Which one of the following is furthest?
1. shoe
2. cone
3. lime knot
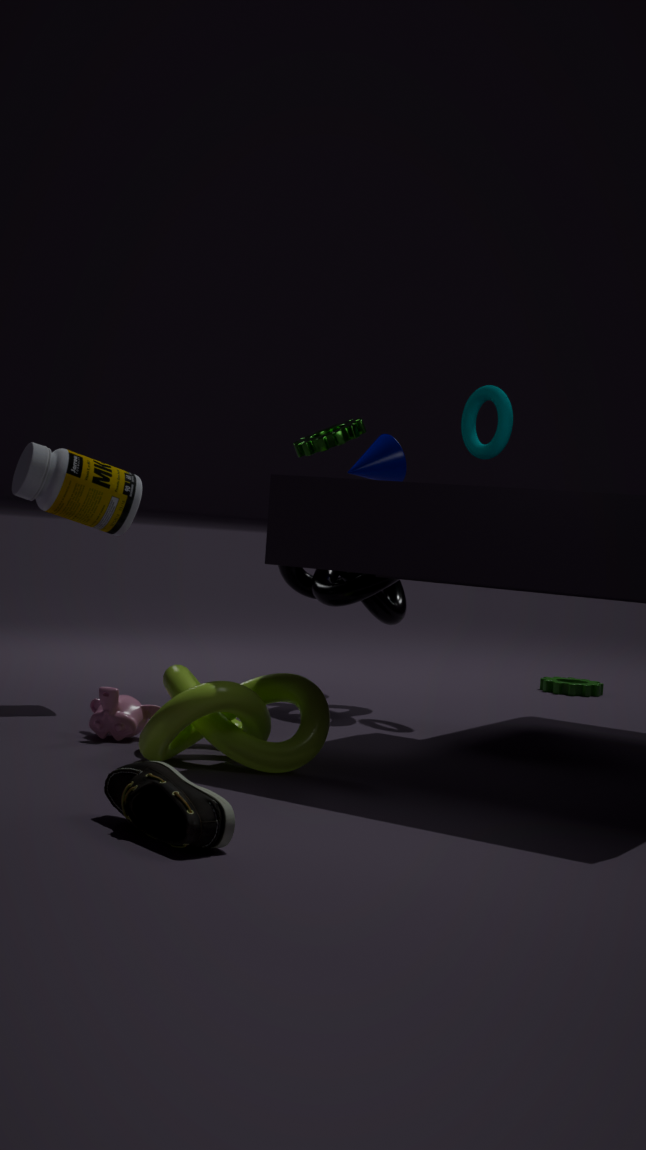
cone
